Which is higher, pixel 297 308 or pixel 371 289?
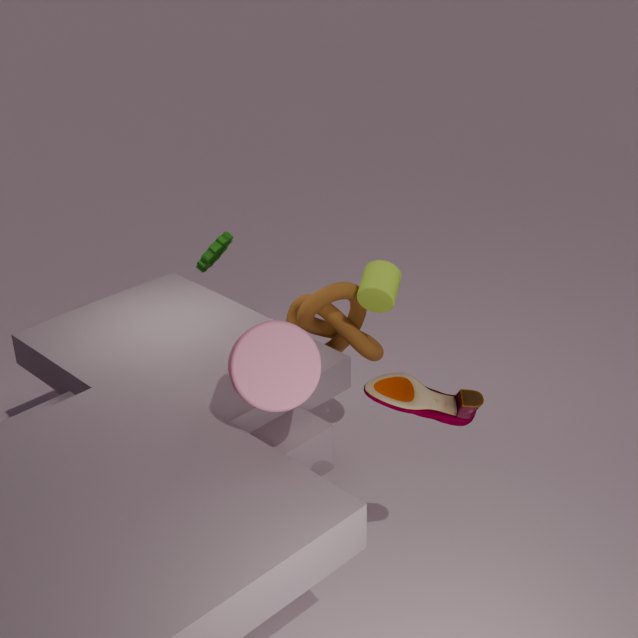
pixel 371 289
